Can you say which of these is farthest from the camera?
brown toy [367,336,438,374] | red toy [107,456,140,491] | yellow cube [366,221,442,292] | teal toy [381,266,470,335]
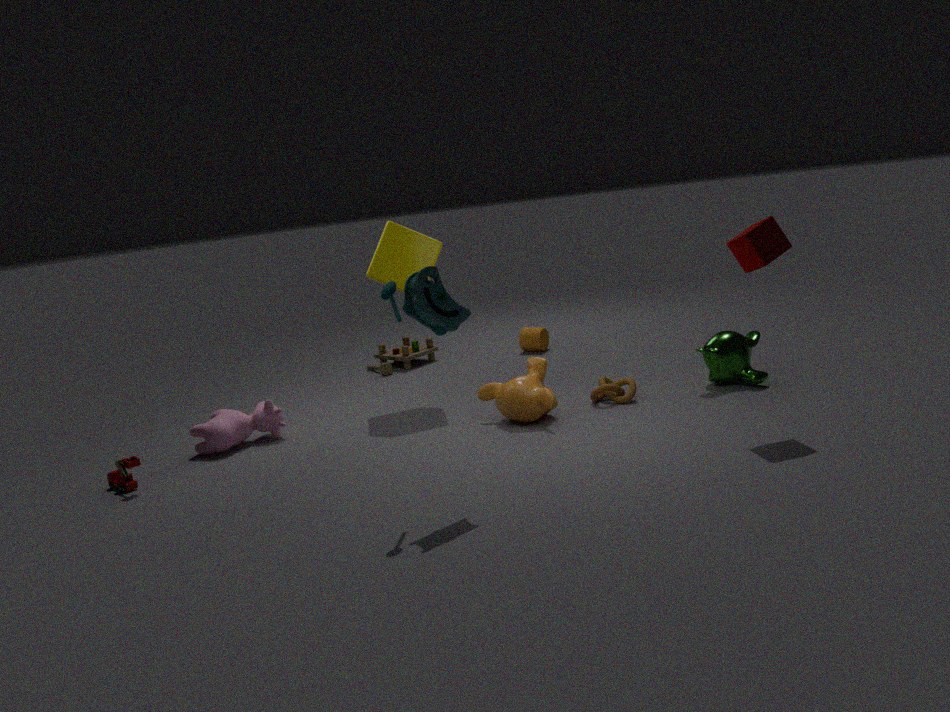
brown toy [367,336,438,374]
